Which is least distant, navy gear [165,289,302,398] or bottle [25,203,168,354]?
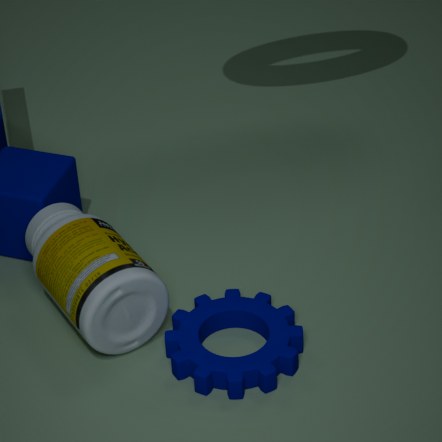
navy gear [165,289,302,398]
